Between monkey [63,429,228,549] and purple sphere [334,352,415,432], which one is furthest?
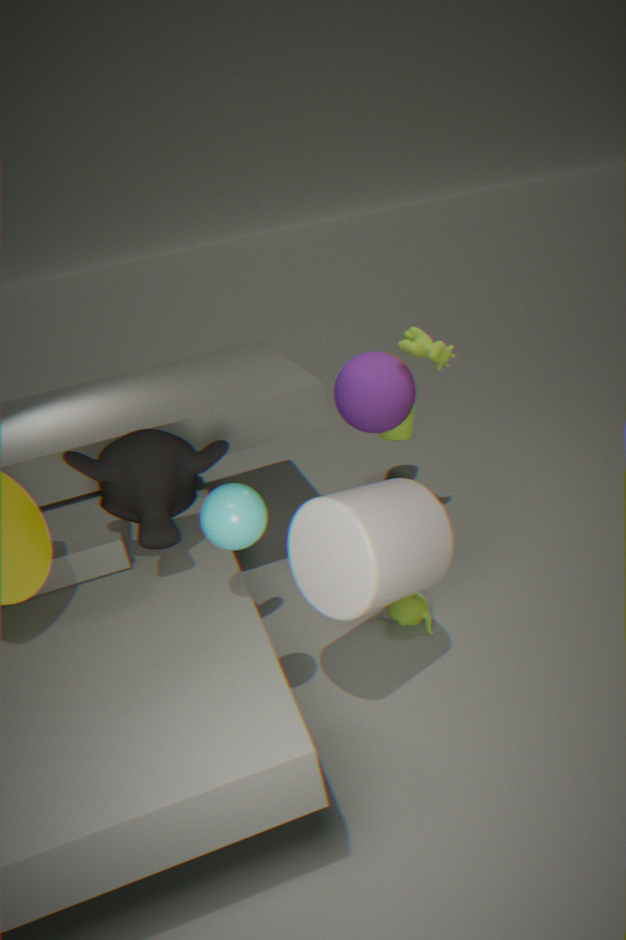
purple sphere [334,352,415,432]
